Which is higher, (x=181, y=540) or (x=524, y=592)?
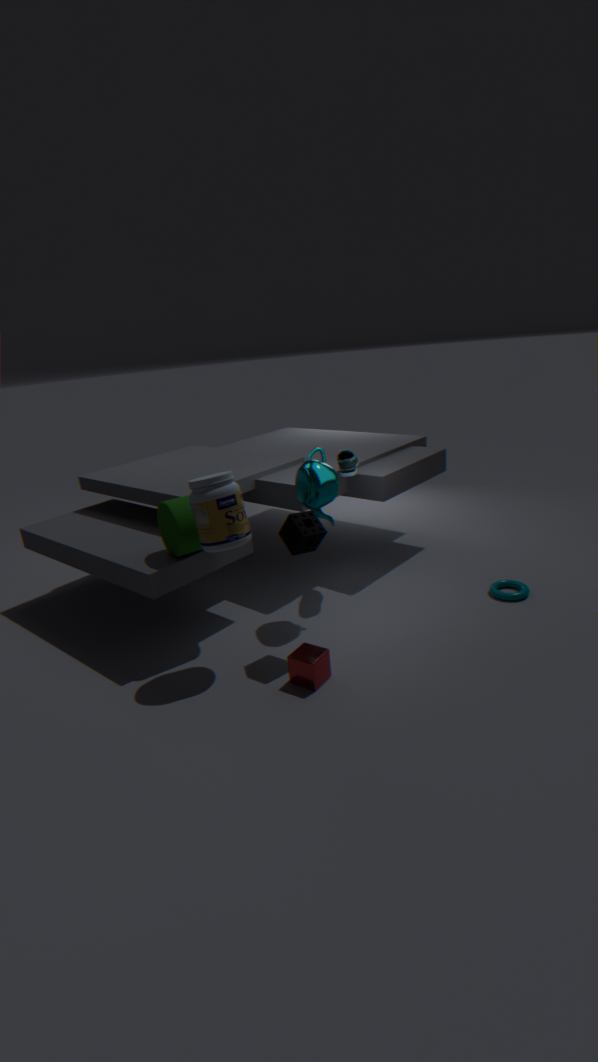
(x=181, y=540)
